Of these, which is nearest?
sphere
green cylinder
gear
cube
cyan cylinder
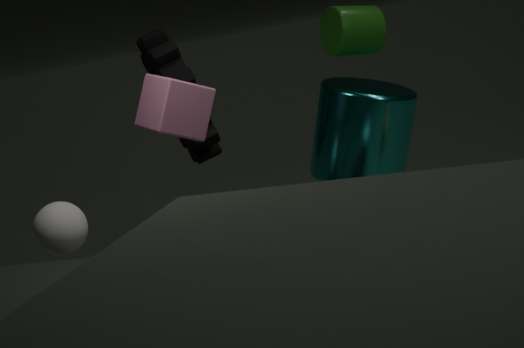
cube
